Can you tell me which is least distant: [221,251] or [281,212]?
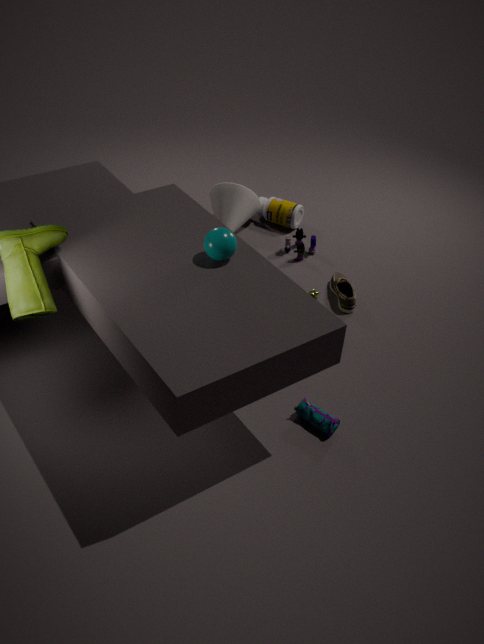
[221,251]
